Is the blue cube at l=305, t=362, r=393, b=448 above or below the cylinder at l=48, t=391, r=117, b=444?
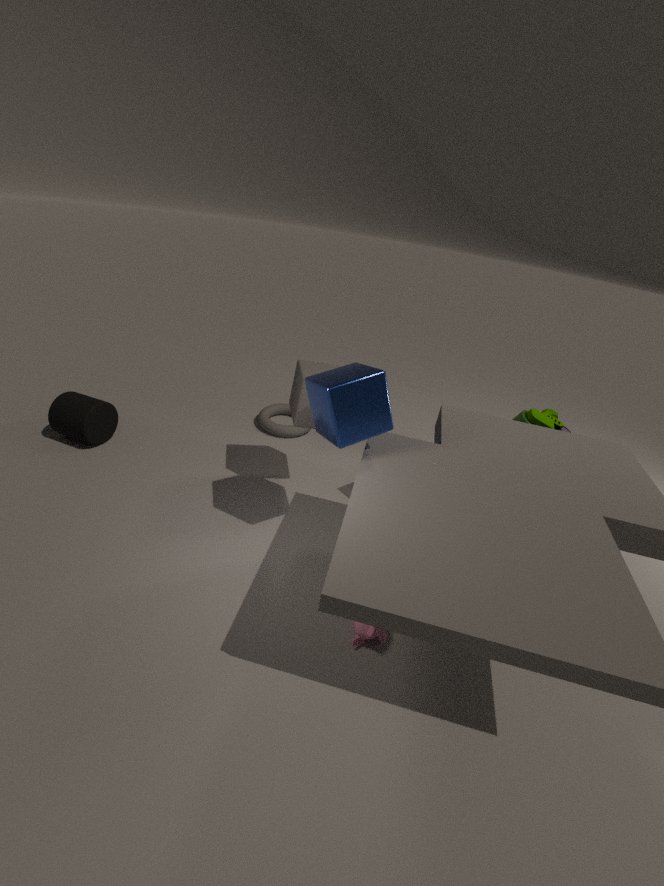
above
